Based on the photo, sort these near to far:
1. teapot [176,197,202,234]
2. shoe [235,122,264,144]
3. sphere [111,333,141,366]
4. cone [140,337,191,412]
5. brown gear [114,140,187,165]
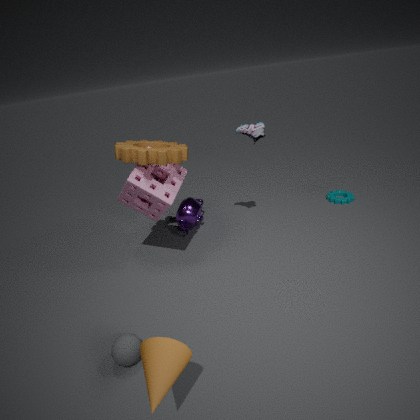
cone [140,337,191,412], sphere [111,333,141,366], brown gear [114,140,187,165], shoe [235,122,264,144], teapot [176,197,202,234]
